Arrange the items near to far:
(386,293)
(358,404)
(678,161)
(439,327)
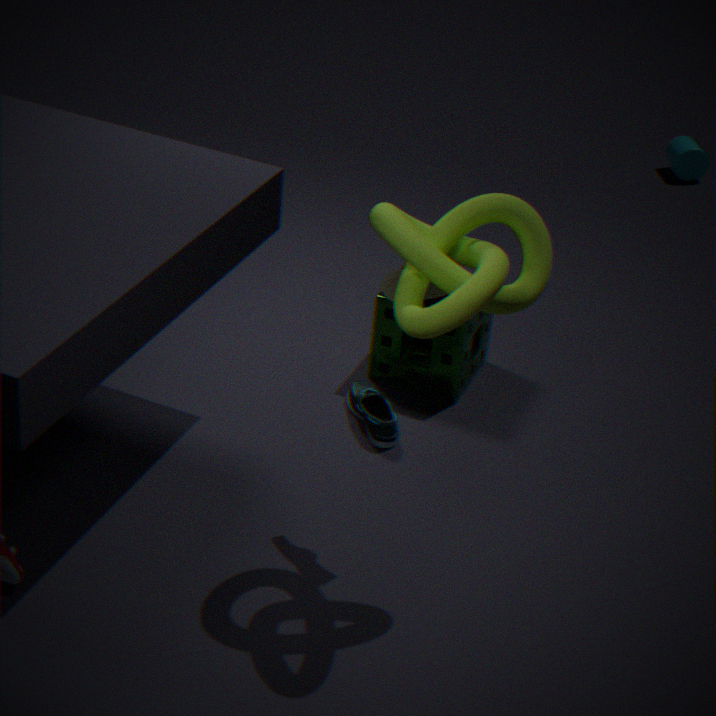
(439,327) < (386,293) < (358,404) < (678,161)
